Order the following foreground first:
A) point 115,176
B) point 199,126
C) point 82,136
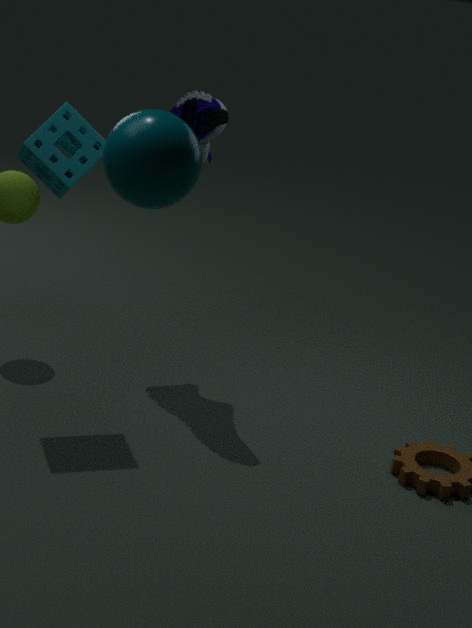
point 115,176, point 82,136, point 199,126
